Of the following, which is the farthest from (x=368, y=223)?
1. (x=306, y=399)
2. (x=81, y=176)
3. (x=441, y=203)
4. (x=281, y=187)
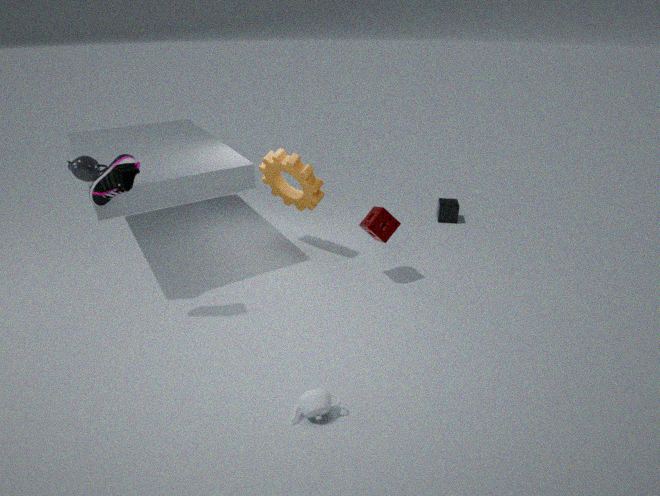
(x=81, y=176)
